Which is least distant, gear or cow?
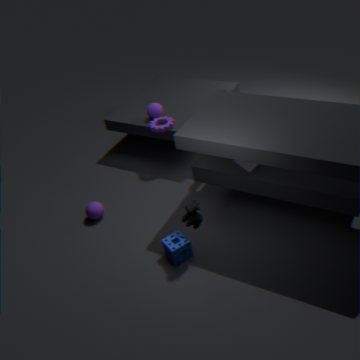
cow
